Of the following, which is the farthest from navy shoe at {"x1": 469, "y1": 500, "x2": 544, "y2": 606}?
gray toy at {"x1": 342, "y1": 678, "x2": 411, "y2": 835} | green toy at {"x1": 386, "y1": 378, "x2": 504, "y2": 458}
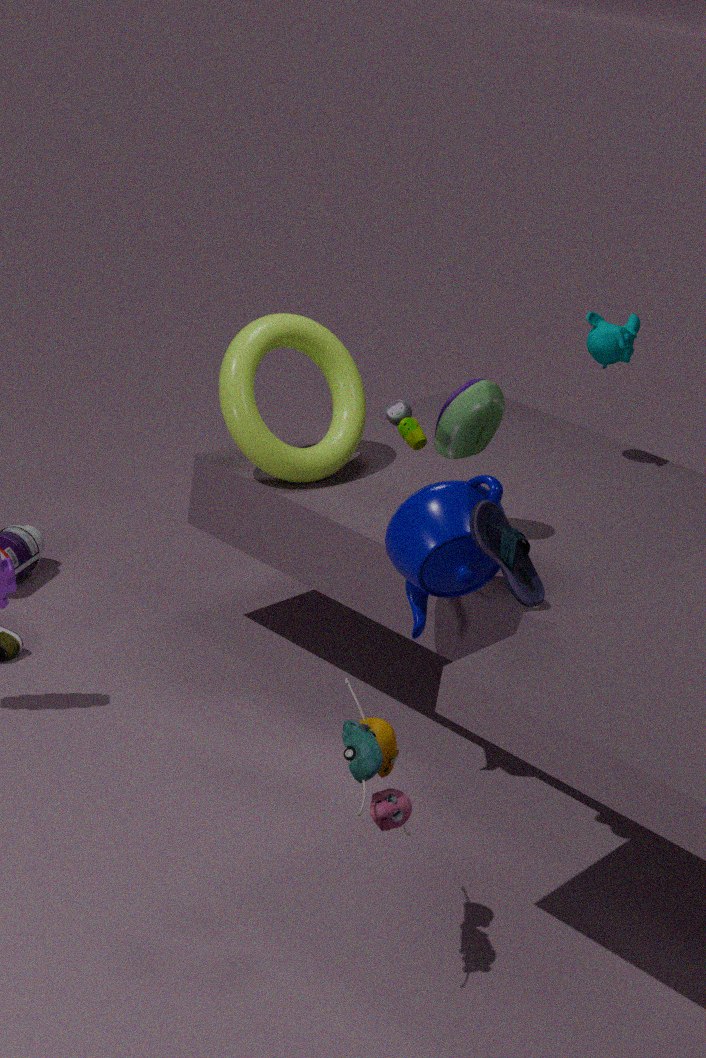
green toy at {"x1": 386, "y1": 378, "x2": 504, "y2": 458}
